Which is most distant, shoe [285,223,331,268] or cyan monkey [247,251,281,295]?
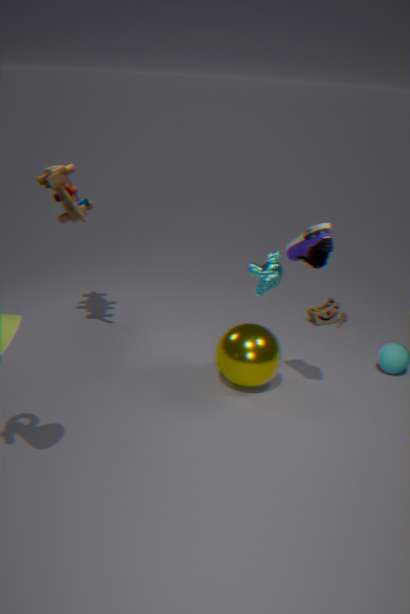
cyan monkey [247,251,281,295]
